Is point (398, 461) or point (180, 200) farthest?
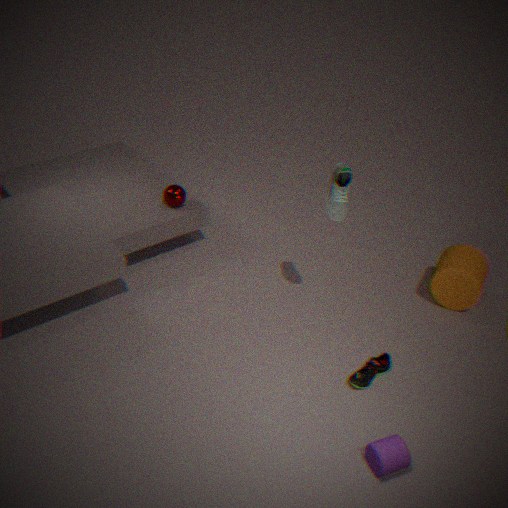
point (180, 200)
